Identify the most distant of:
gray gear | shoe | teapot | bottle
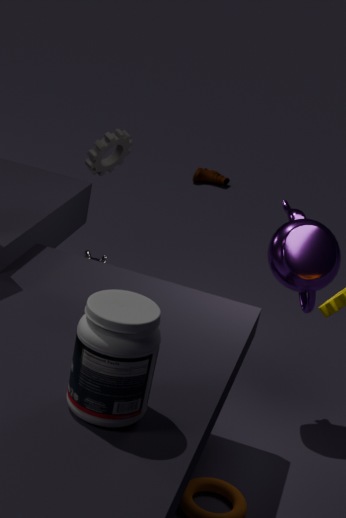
shoe
